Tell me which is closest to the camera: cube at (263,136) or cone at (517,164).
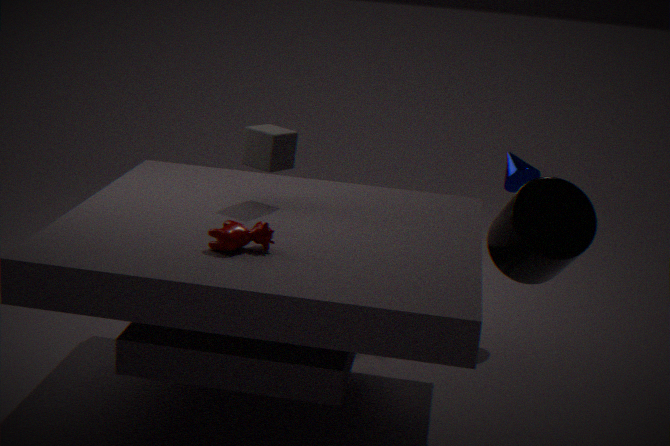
cube at (263,136)
